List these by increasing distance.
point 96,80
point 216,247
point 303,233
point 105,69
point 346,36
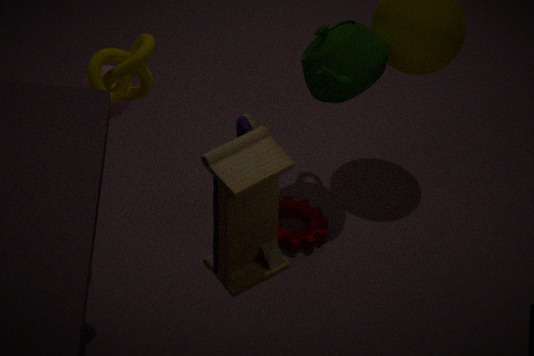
point 216,247, point 96,80, point 105,69, point 346,36, point 303,233
